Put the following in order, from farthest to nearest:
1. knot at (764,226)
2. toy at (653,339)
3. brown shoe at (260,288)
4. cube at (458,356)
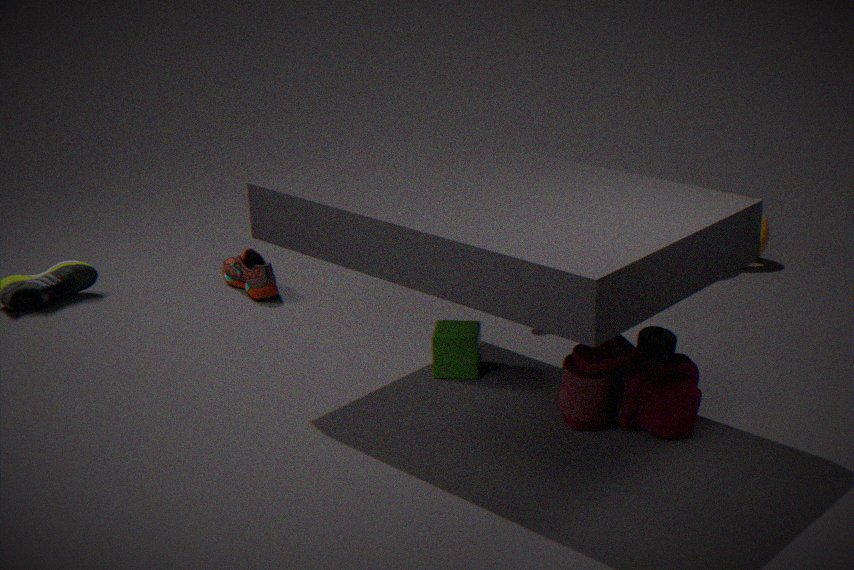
knot at (764,226) → brown shoe at (260,288) → cube at (458,356) → toy at (653,339)
